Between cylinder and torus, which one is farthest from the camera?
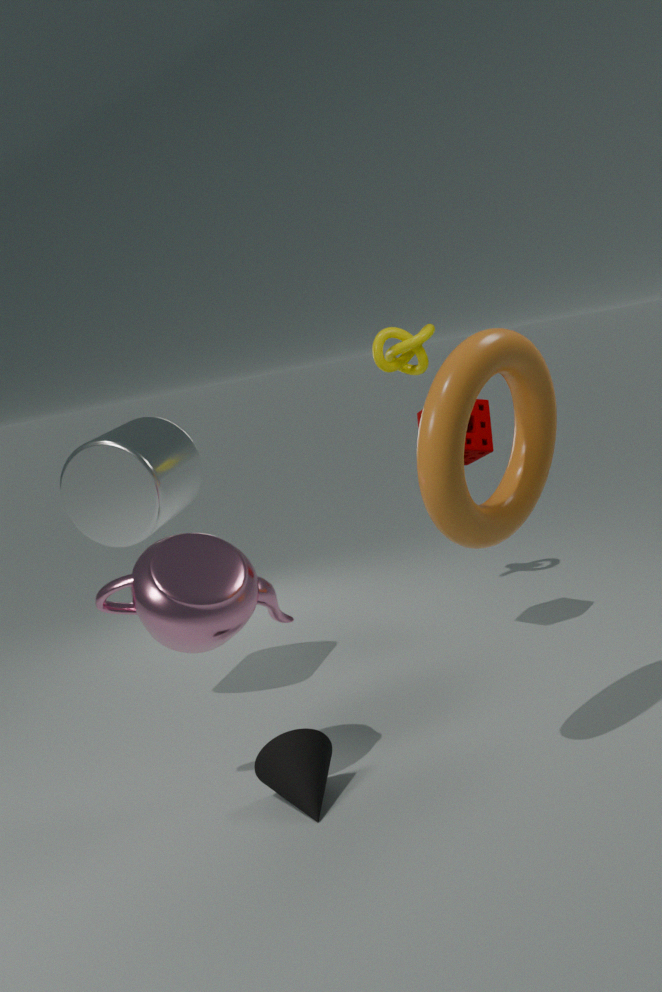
cylinder
